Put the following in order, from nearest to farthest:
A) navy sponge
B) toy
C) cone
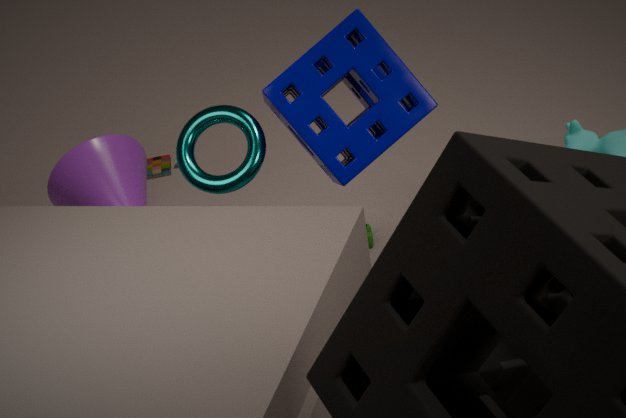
navy sponge → cone → toy
